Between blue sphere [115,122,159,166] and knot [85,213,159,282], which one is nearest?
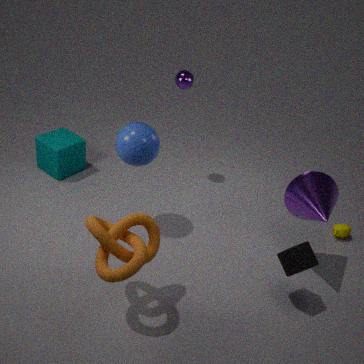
knot [85,213,159,282]
